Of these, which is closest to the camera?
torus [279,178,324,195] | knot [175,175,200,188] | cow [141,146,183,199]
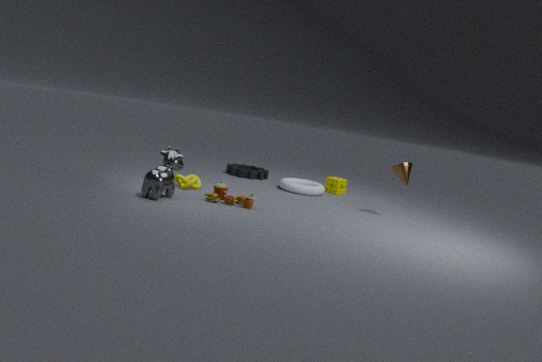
cow [141,146,183,199]
